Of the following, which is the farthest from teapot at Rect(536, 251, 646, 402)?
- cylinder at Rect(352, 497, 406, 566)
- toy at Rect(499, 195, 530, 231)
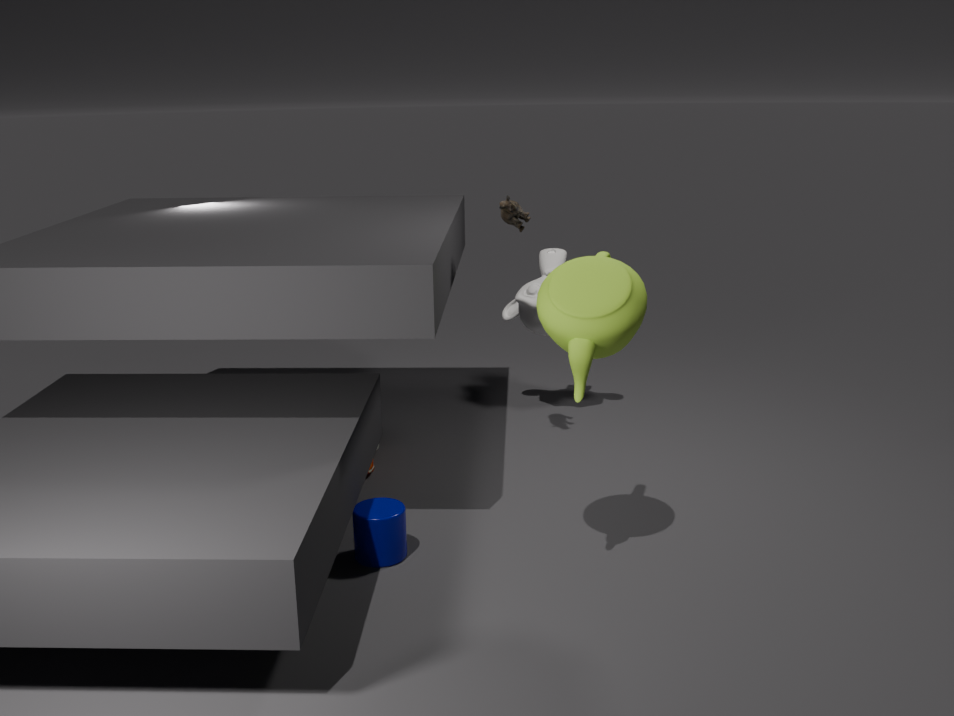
cylinder at Rect(352, 497, 406, 566)
